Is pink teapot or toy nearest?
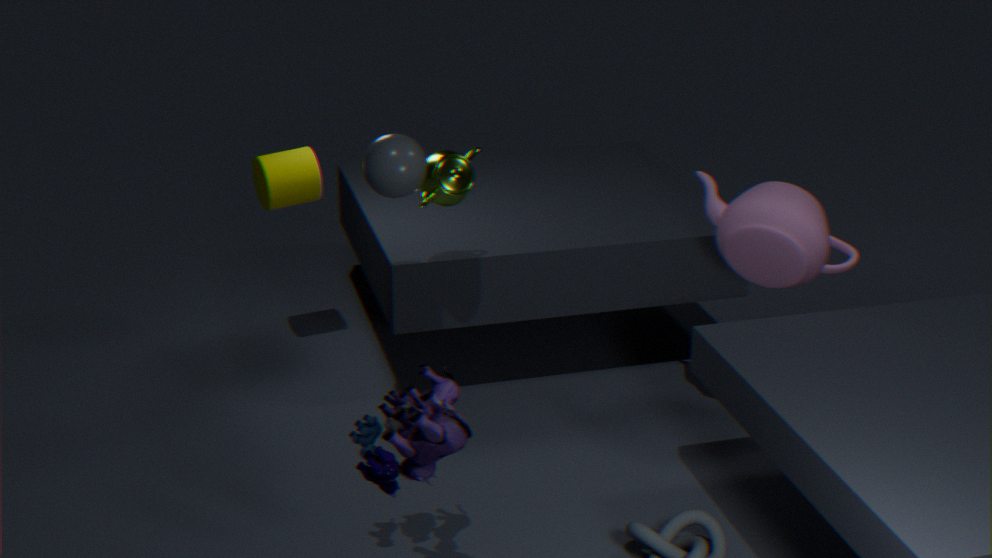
toy
